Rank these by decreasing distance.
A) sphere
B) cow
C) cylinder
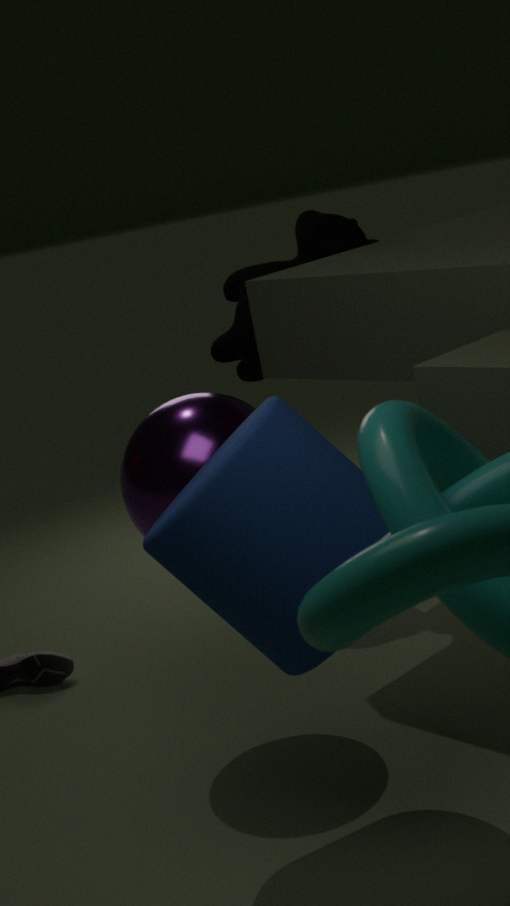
1. cow
2. sphere
3. cylinder
